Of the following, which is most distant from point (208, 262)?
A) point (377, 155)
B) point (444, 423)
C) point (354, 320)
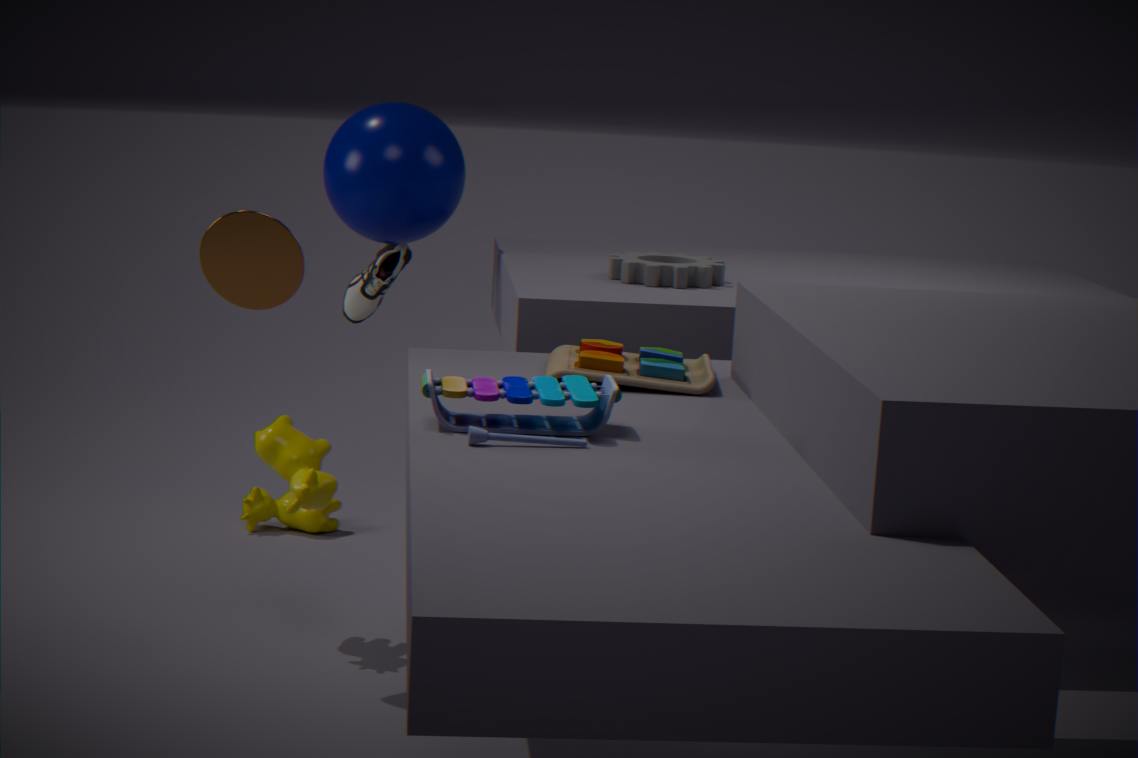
point (354, 320)
